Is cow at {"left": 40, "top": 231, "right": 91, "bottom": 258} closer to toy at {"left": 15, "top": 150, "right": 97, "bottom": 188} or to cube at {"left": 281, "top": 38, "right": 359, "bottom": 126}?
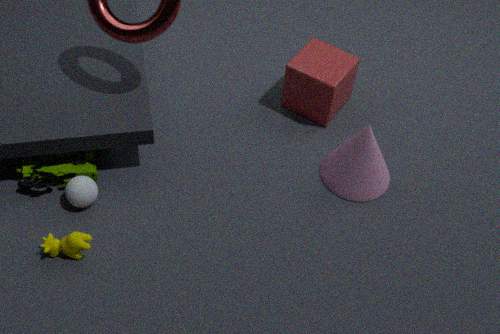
toy at {"left": 15, "top": 150, "right": 97, "bottom": 188}
